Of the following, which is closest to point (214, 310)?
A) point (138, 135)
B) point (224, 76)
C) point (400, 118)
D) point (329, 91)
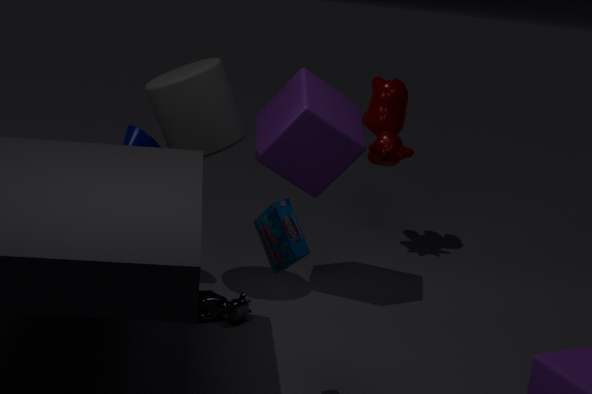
point (138, 135)
